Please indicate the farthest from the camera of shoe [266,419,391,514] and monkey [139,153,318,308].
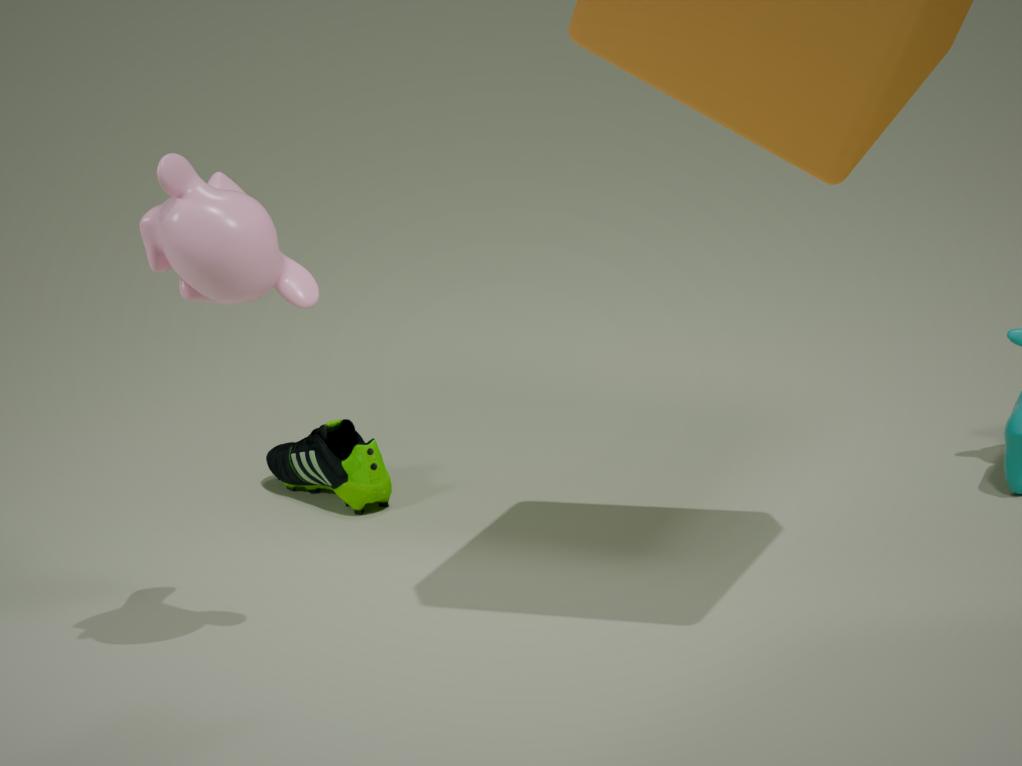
shoe [266,419,391,514]
